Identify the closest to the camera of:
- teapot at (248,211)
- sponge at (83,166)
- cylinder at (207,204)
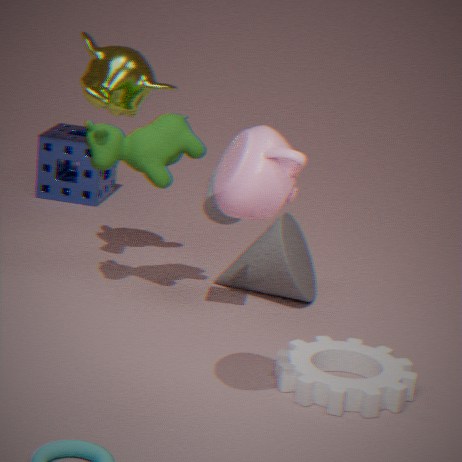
teapot at (248,211)
